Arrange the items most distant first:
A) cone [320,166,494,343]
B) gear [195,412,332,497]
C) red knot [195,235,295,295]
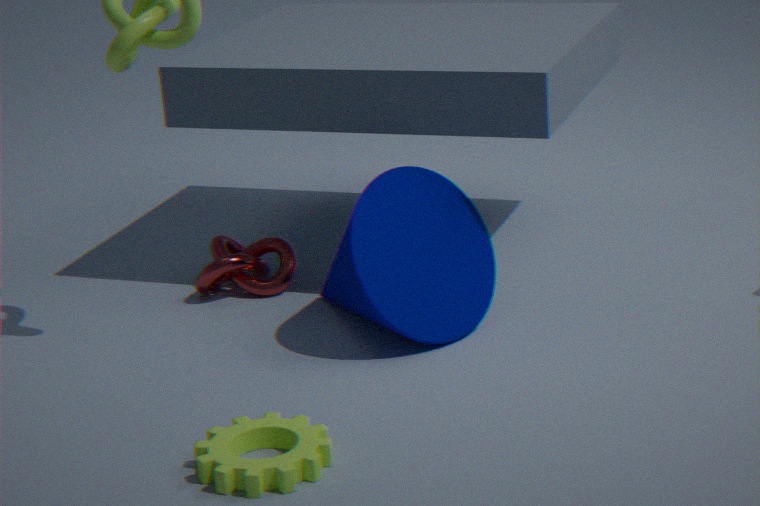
red knot [195,235,295,295] → cone [320,166,494,343] → gear [195,412,332,497]
